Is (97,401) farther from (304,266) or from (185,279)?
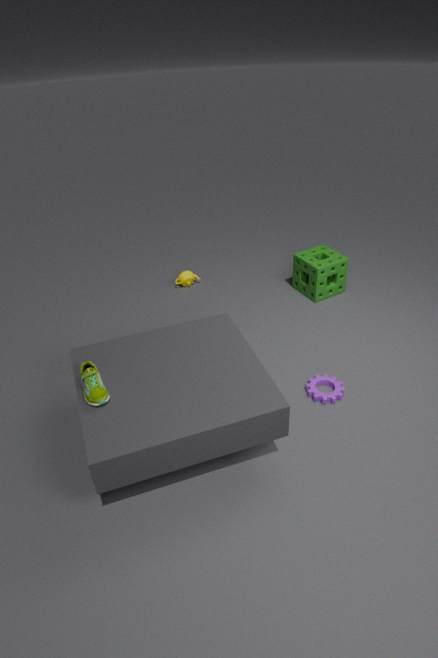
(304,266)
